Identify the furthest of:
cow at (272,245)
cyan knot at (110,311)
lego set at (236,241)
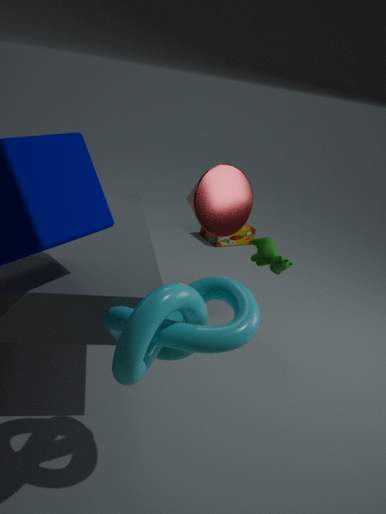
lego set at (236,241)
